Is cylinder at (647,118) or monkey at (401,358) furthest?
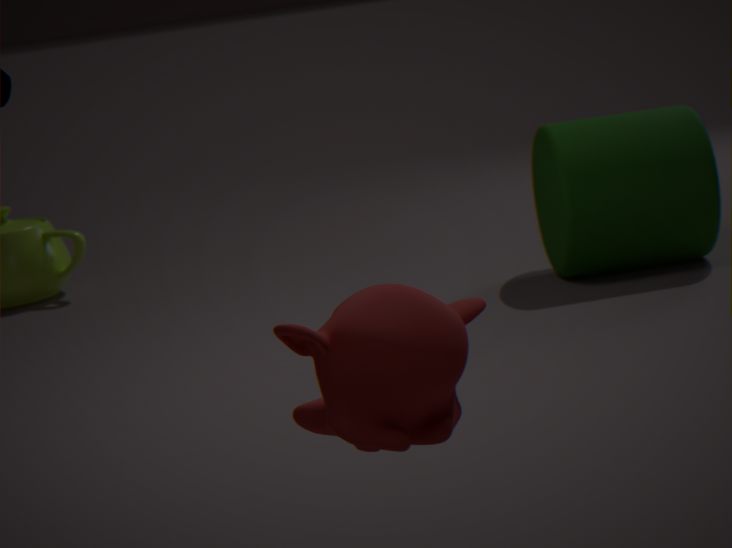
cylinder at (647,118)
